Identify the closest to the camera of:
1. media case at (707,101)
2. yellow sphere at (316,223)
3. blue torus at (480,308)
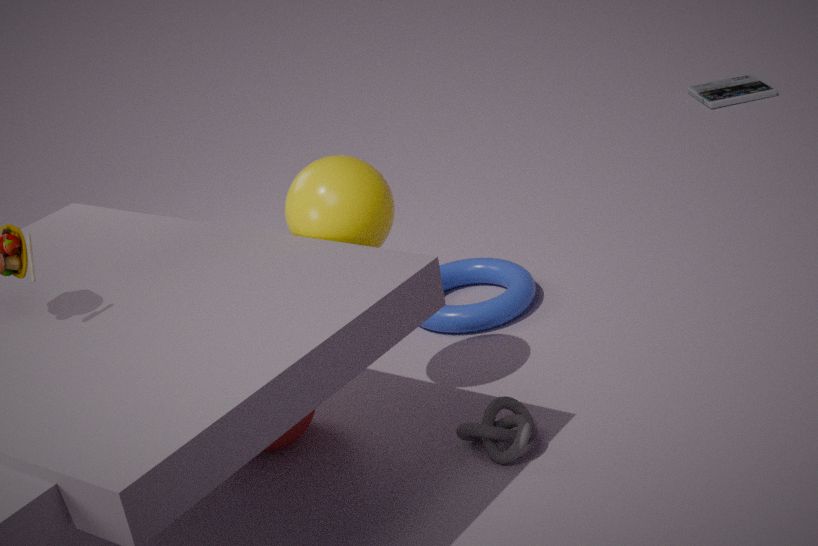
yellow sphere at (316,223)
